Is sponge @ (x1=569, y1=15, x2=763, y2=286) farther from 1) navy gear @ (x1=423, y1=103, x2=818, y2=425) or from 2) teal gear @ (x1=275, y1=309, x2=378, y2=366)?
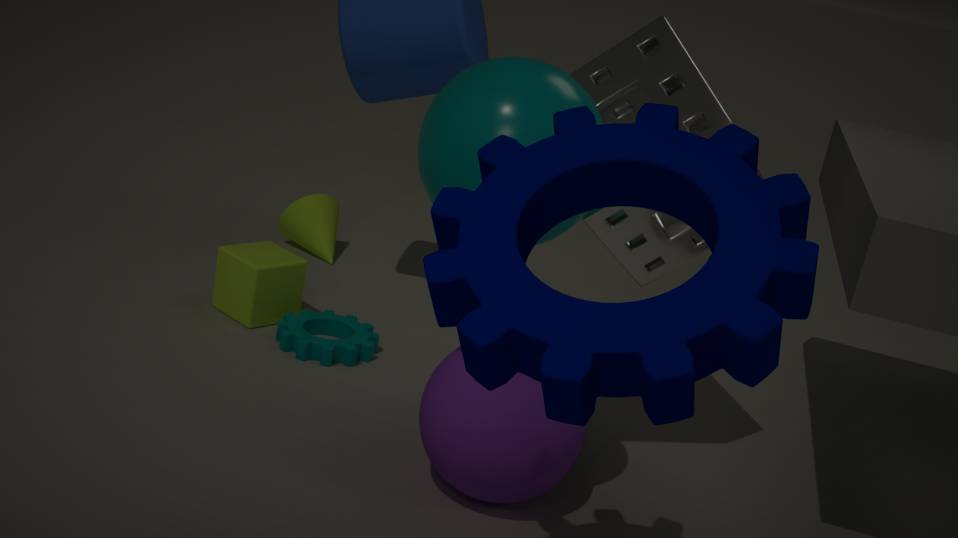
2) teal gear @ (x1=275, y1=309, x2=378, y2=366)
